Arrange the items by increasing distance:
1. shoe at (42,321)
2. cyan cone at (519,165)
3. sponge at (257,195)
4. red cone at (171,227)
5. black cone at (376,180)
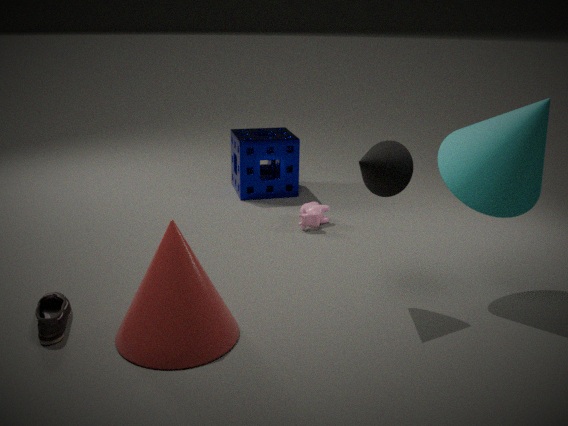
red cone at (171,227), shoe at (42,321), cyan cone at (519,165), black cone at (376,180), sponge at (257,195)
